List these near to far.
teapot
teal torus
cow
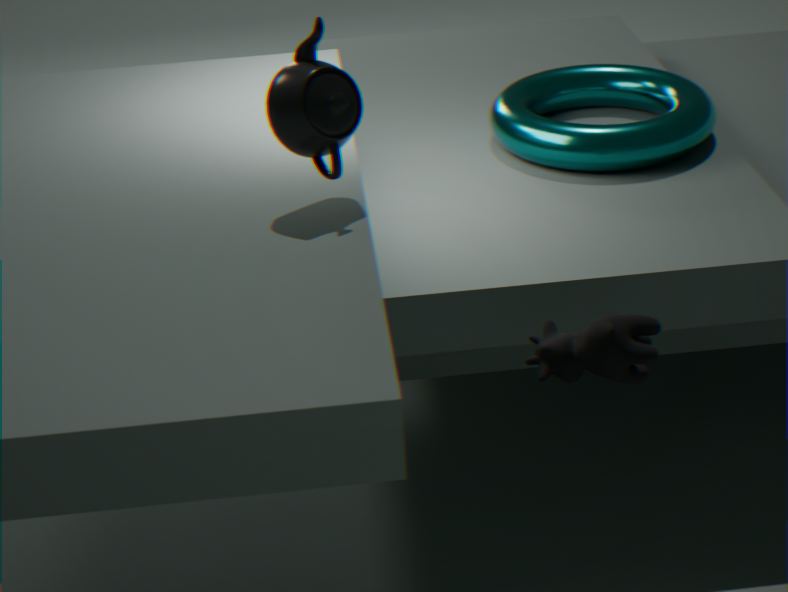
1. teapot
2. cow
3. teal torus
